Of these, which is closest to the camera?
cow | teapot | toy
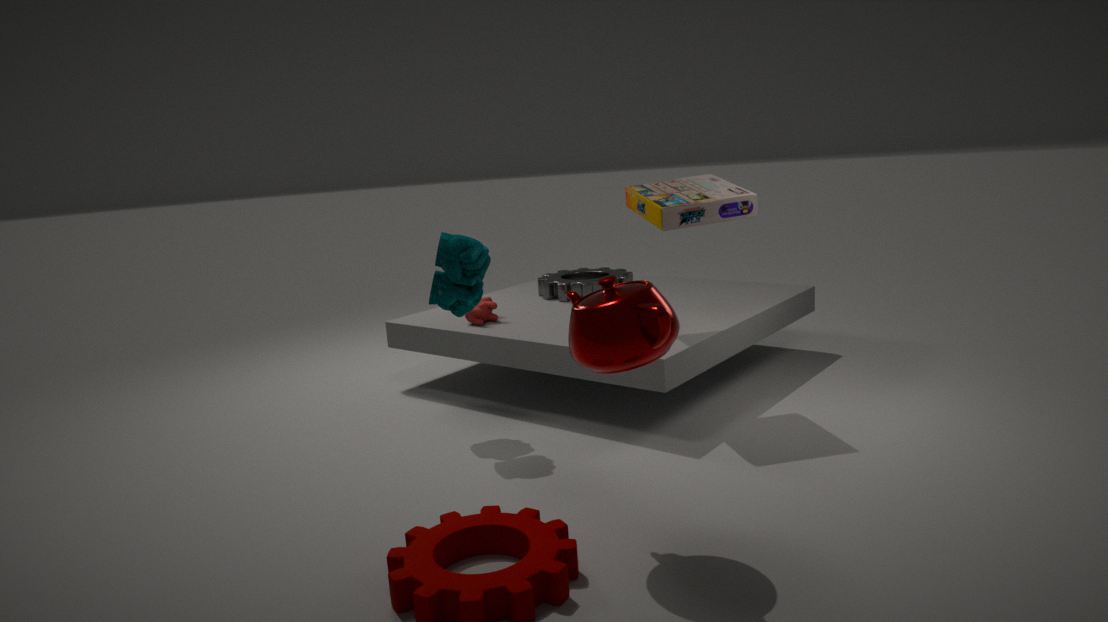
teapot
